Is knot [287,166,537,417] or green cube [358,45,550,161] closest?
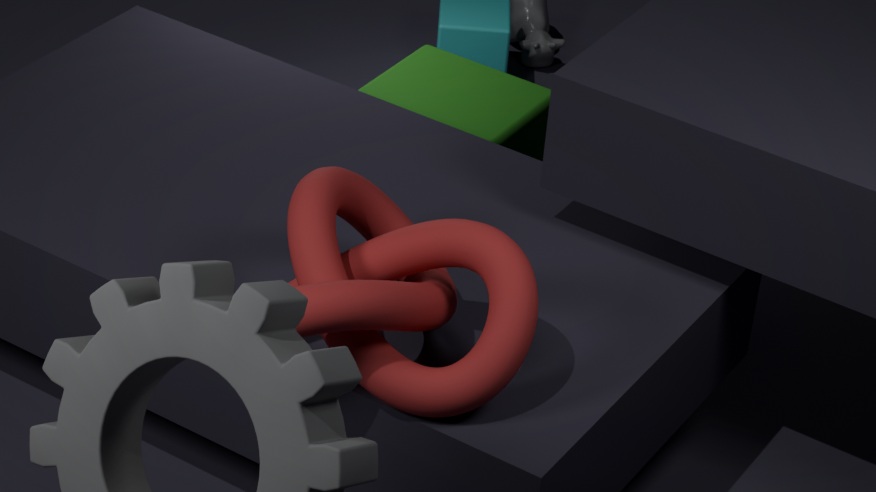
knot [287,166,537,417]
